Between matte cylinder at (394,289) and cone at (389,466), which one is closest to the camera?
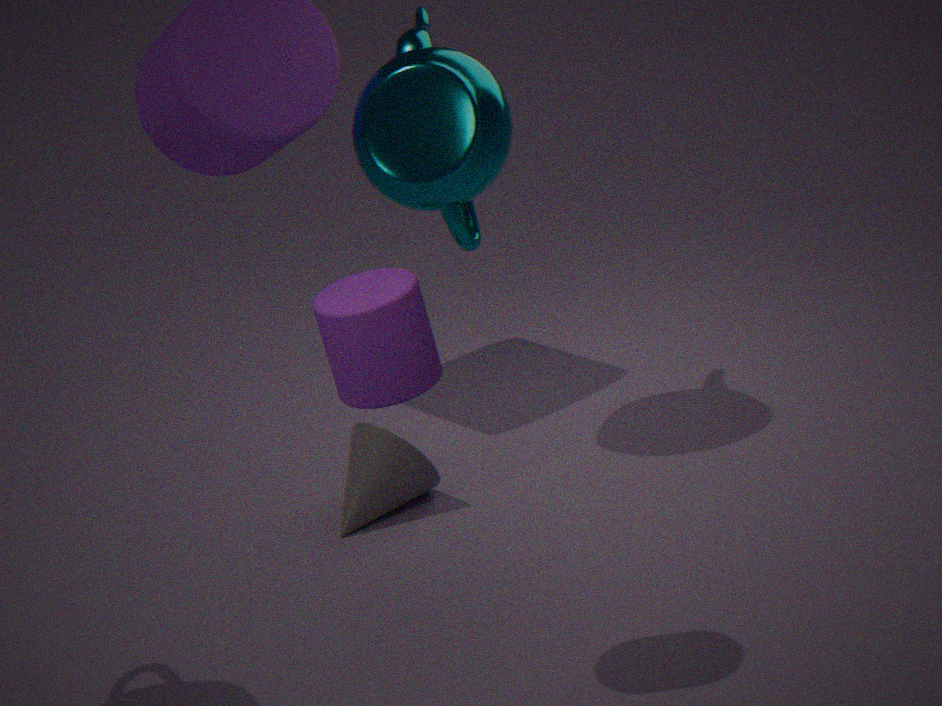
matte cylinder at (394,289)
